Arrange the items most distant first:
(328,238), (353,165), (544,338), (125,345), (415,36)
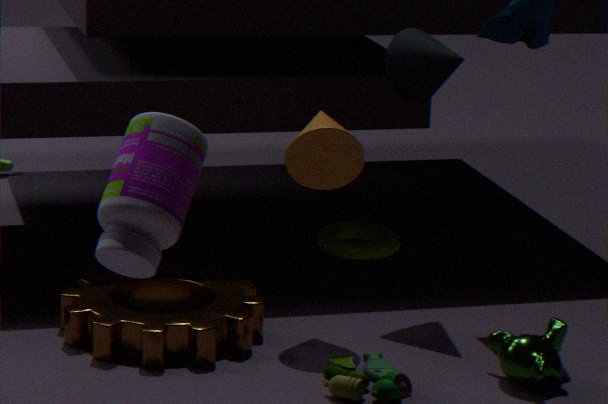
(328,238)
(415,36)
(353,165)
(125,345)
(544,338)
